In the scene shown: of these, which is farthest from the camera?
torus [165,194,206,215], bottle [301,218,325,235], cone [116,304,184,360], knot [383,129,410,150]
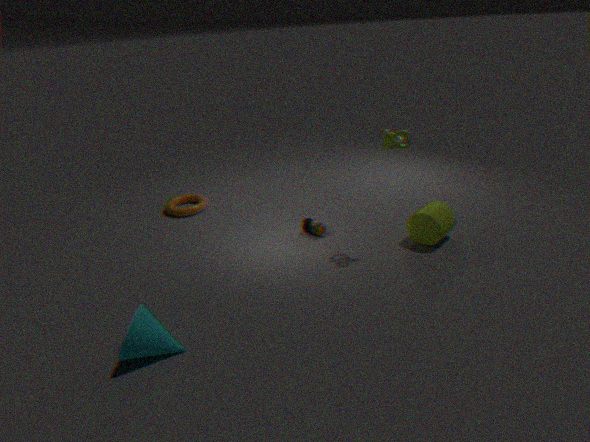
torus [165,194,206,215]
